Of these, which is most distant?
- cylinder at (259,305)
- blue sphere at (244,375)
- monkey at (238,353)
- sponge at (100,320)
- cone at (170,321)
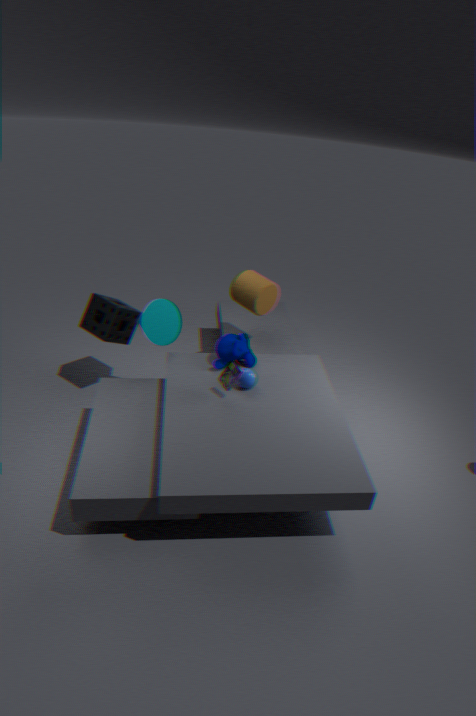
cylinder at (259,305)
